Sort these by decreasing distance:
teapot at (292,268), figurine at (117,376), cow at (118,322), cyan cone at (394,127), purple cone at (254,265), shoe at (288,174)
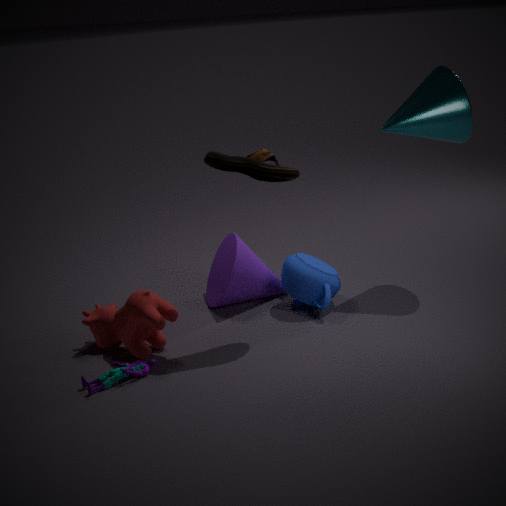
purple cone at (254,265), teapot at (292,268), cyan cone at (394,127), cow at (118,322), shoe at (288,174), figurine at (117,376)
